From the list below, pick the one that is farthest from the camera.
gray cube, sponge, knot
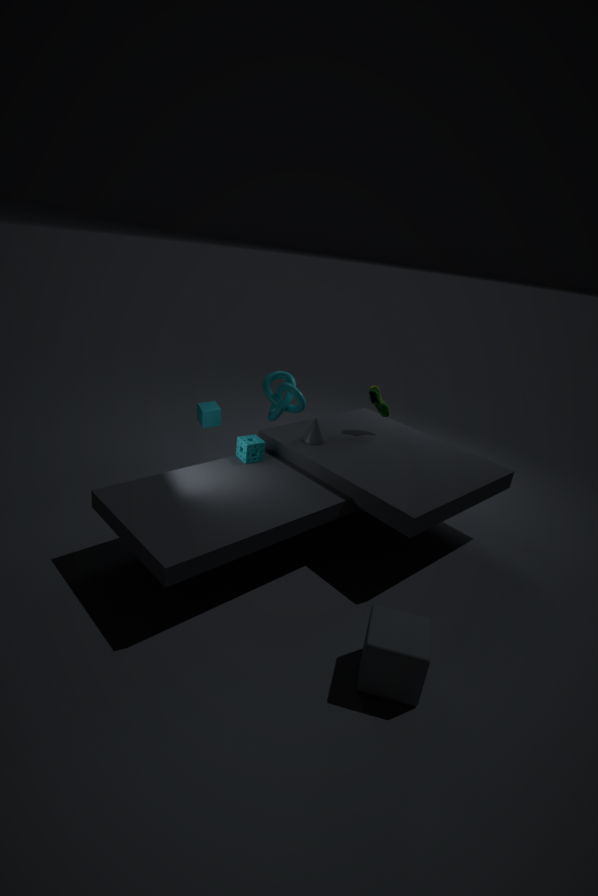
knot
